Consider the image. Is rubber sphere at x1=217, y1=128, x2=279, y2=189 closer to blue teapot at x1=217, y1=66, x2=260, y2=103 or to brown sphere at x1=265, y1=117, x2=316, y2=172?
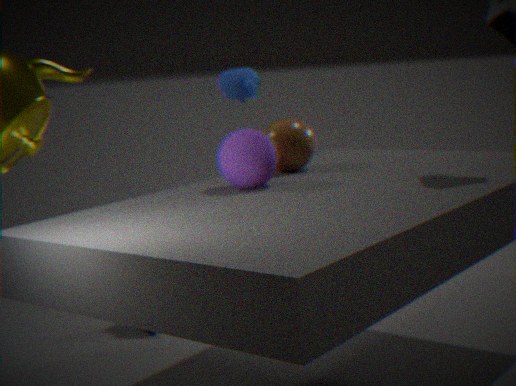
brown sphere at x1=265, y1=117, x2=316, y2=172
